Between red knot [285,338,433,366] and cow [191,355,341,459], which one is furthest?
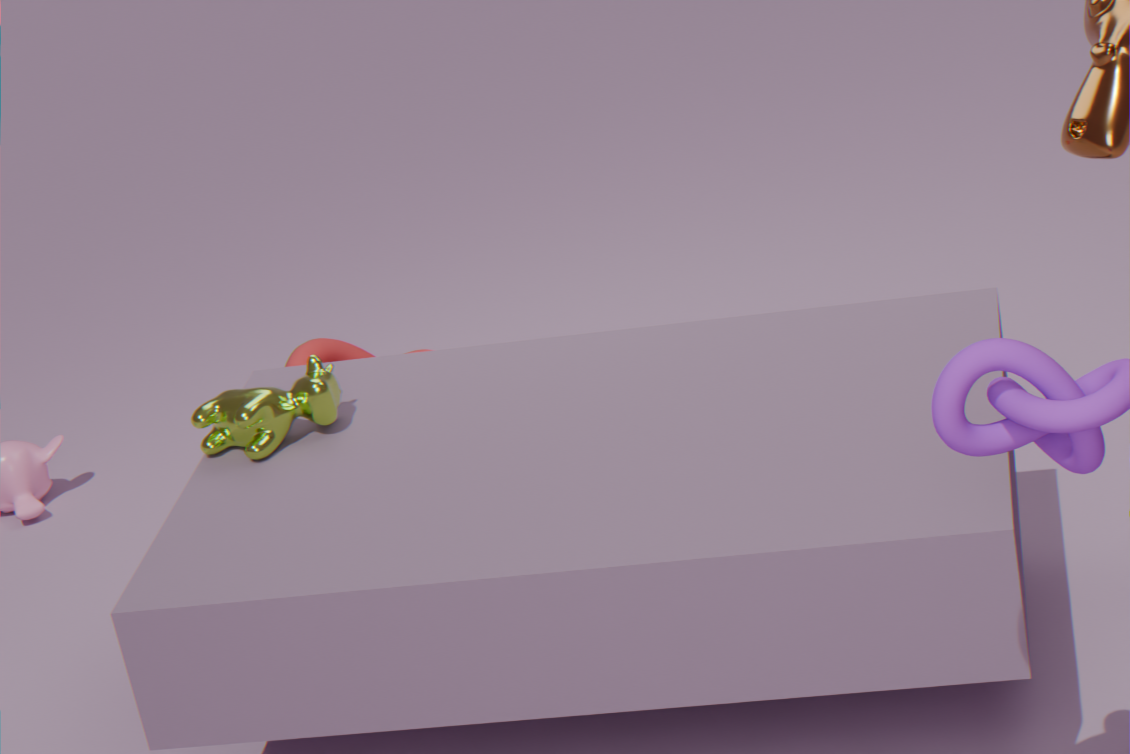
red knot [285,338,433,366]
